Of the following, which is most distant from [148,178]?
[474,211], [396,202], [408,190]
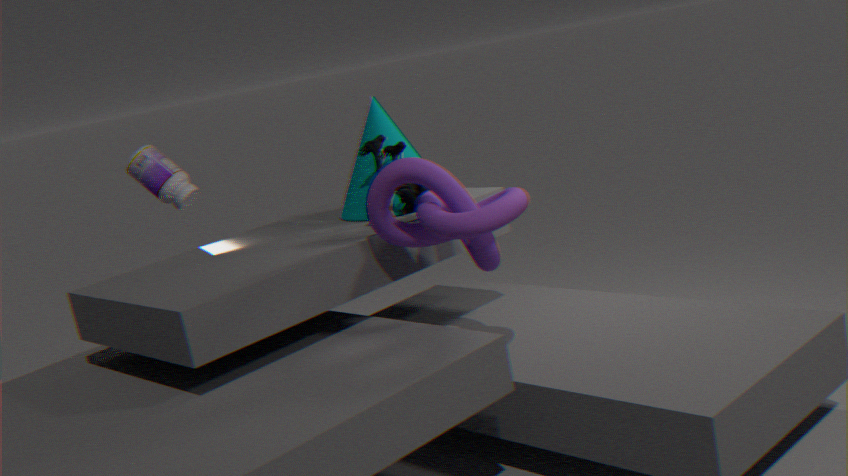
[474,211]
